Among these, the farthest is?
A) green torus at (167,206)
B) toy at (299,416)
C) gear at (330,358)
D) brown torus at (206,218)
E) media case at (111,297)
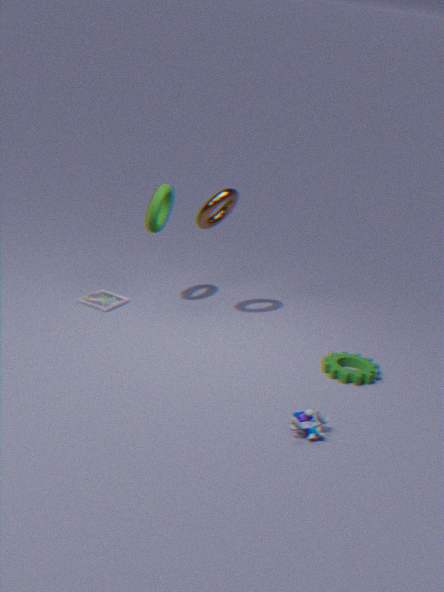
media case at (111,297)
